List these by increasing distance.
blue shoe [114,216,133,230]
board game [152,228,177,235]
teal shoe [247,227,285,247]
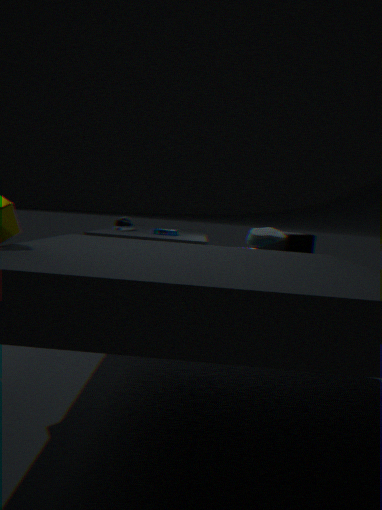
1. teal shoe [247,227,285,247]
2. board game [152,228,177,235]
3. blue shoe [114,216,133,230]
